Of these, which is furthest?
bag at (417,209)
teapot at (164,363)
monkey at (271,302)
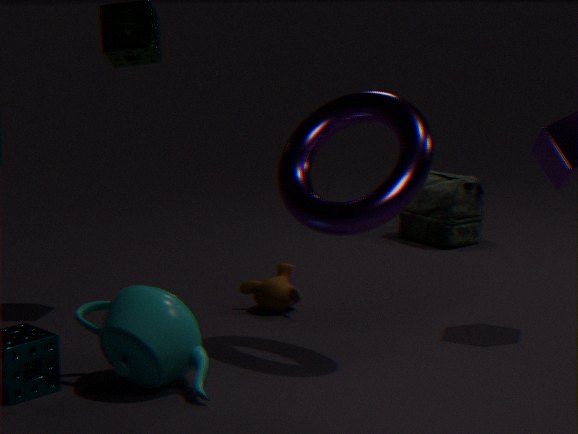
bag at (417,209)
